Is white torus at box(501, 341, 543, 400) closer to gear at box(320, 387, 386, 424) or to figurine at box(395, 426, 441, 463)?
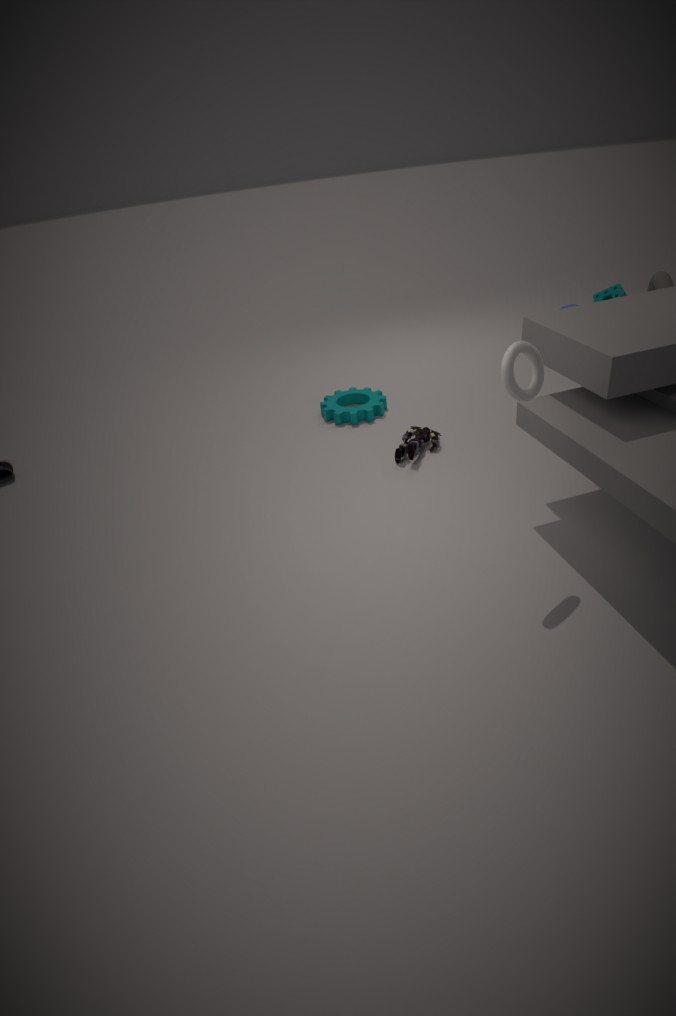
figurine at box(395, 426, 441, 463)
